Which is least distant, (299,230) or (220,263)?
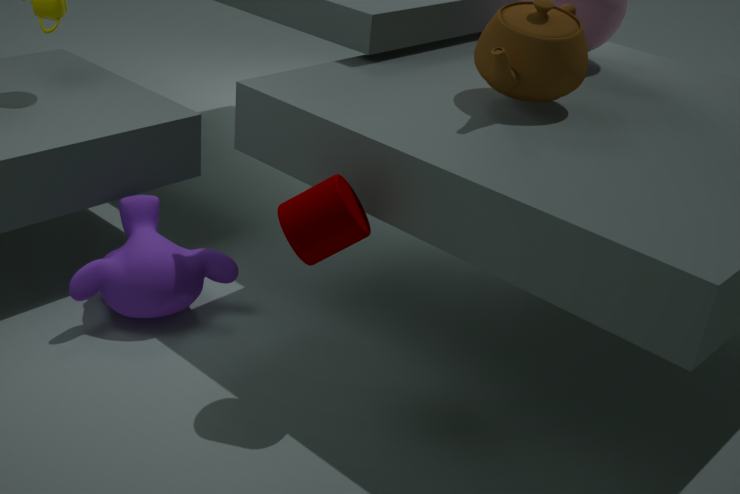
(299,230)
